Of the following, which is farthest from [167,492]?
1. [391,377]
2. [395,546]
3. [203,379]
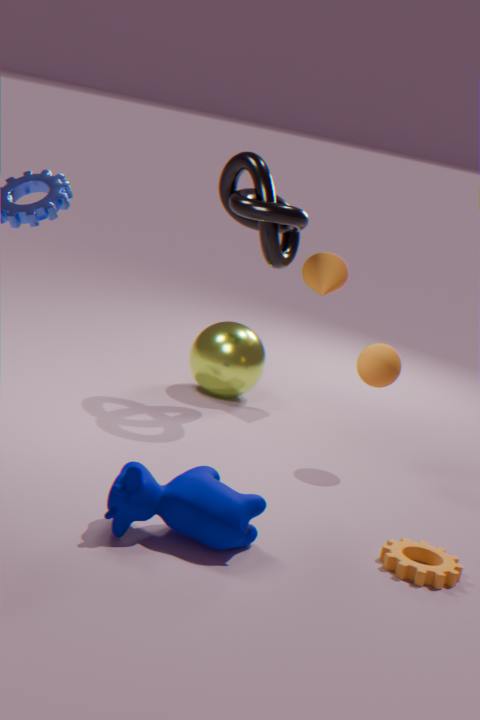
[203,379]
